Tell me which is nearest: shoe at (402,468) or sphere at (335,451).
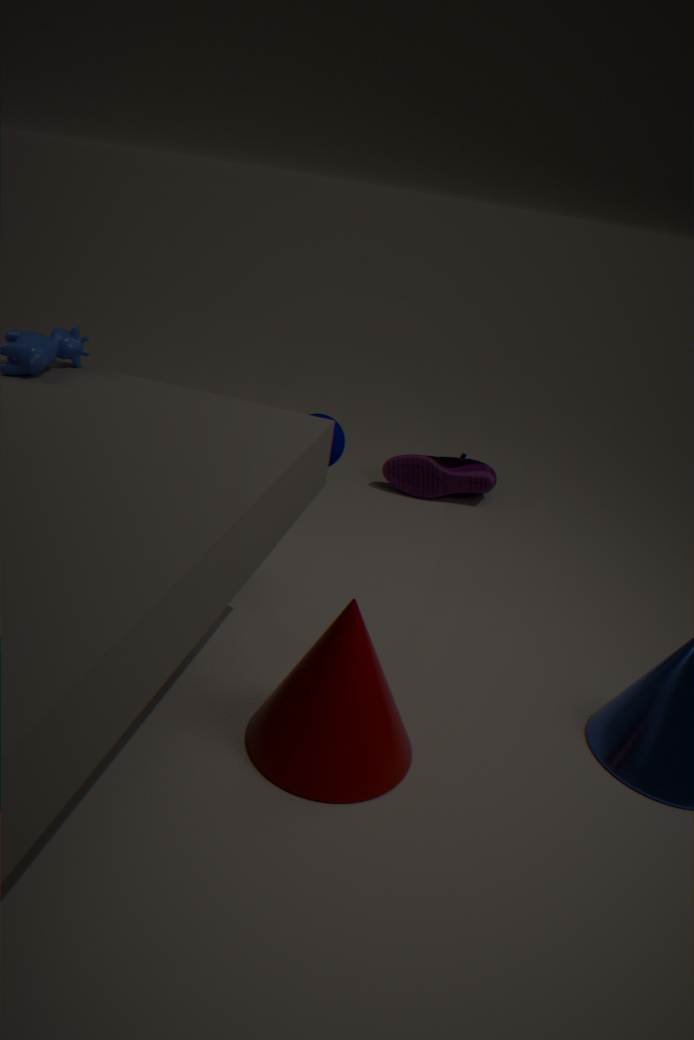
sphere at (335,451)
